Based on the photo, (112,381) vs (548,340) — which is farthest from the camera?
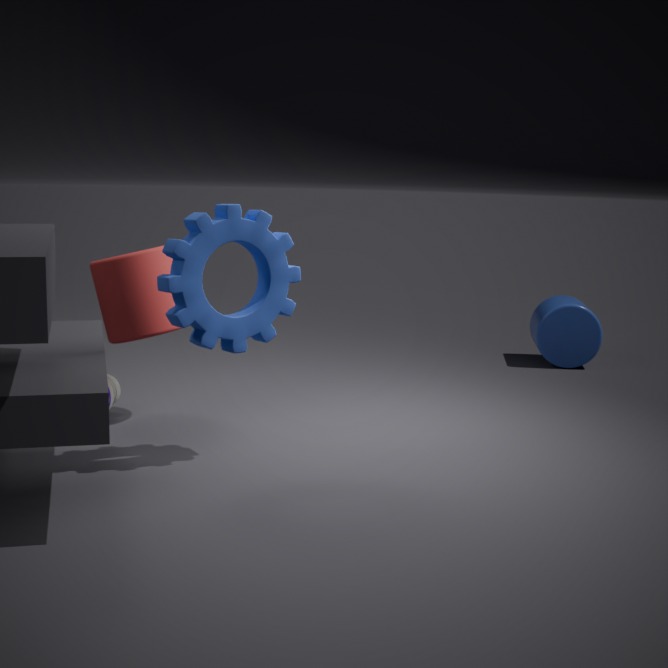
(548,340)
